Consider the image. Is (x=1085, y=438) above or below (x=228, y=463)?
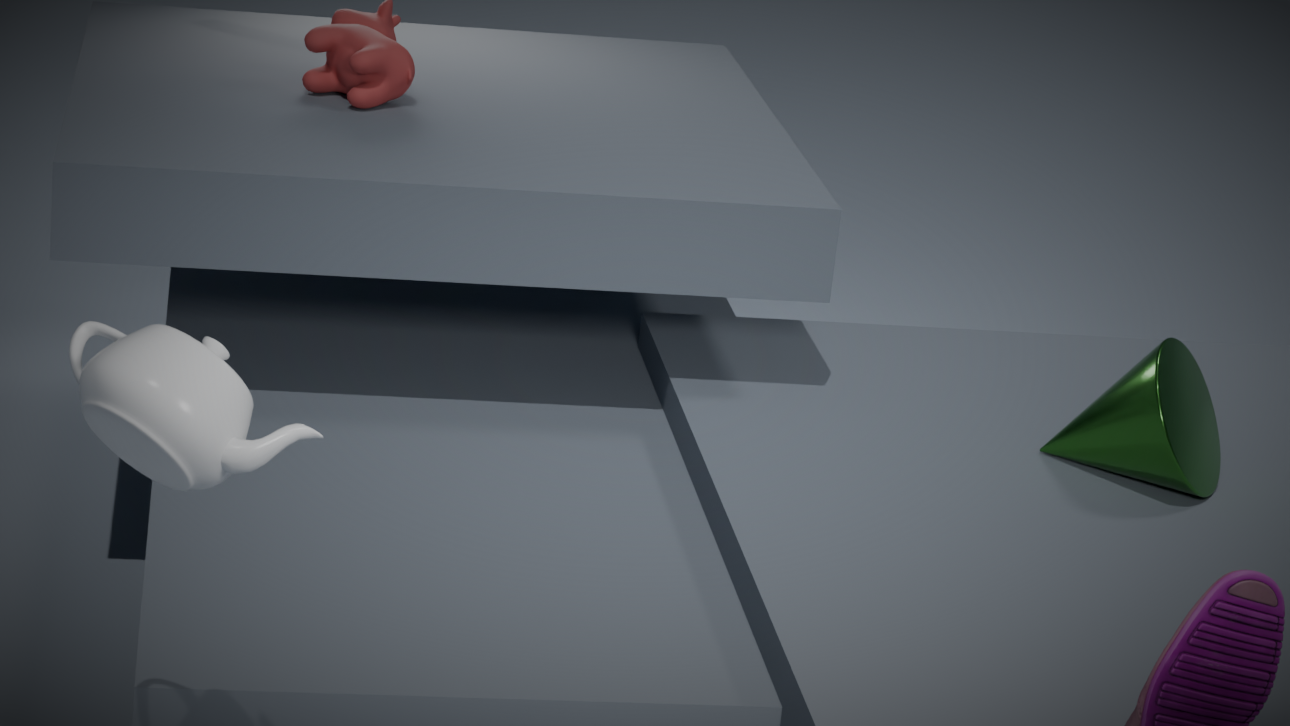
below
